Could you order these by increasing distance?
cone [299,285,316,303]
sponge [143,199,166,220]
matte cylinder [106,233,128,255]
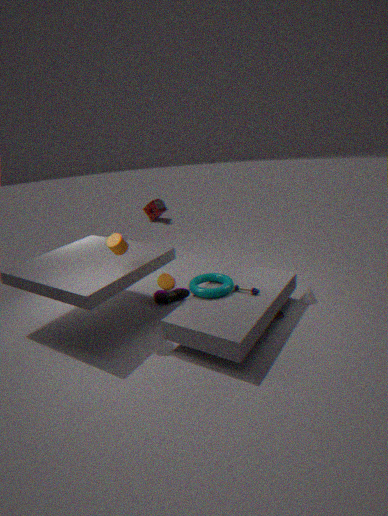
matte cylinder [106,233,128,255] < cone [299,285,316,303] < sponge [143,199,166,220]
